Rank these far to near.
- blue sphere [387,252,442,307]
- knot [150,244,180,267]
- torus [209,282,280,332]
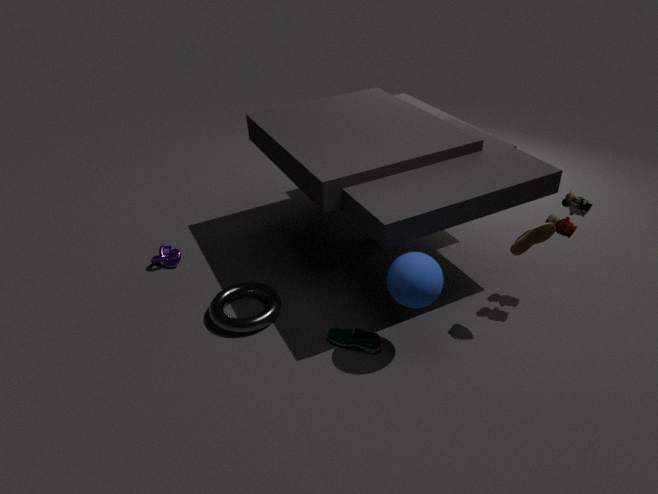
knot [150,244,180,267]
torus [209,282,280,332]
blue sphere [387,252,442,307]
